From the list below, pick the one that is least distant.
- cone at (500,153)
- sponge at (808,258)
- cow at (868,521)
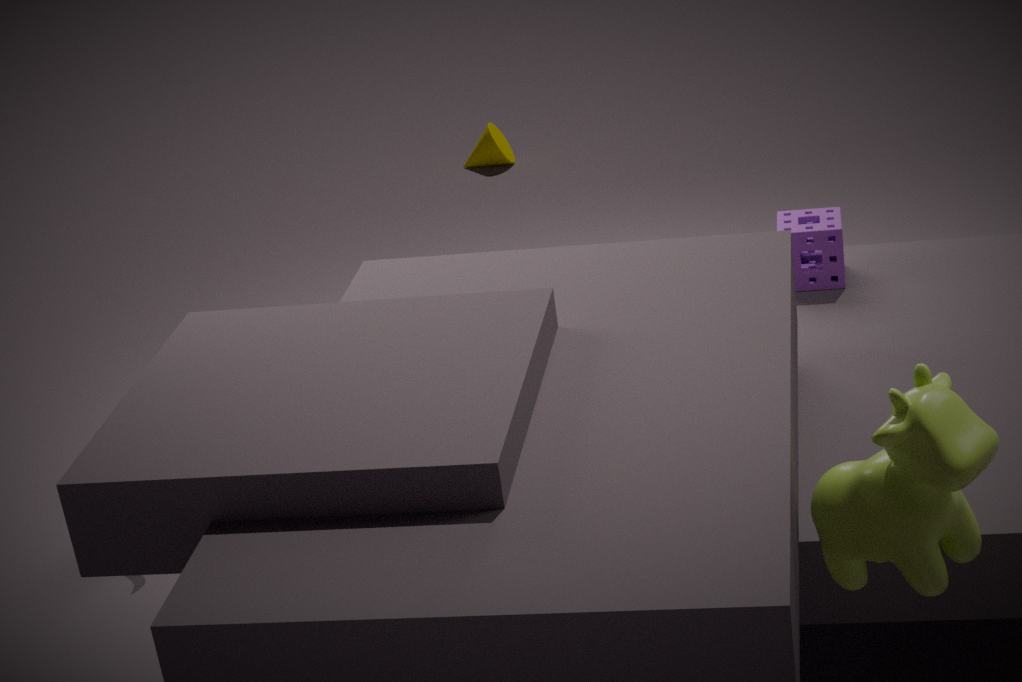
cow at (868,521)
